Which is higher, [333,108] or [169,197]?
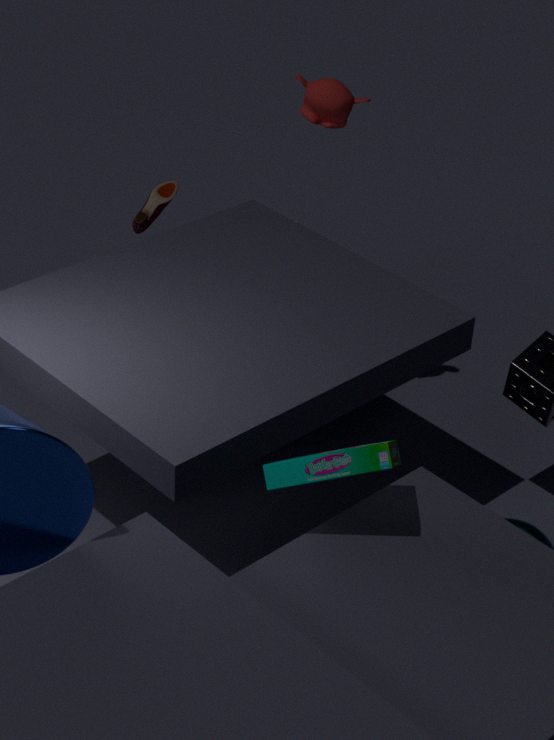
[333,108]
